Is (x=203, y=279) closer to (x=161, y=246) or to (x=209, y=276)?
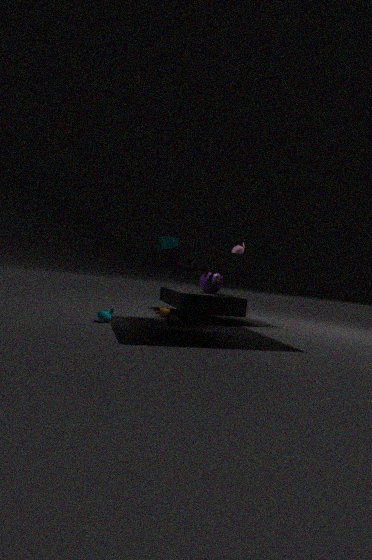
(x=209, y=276)
